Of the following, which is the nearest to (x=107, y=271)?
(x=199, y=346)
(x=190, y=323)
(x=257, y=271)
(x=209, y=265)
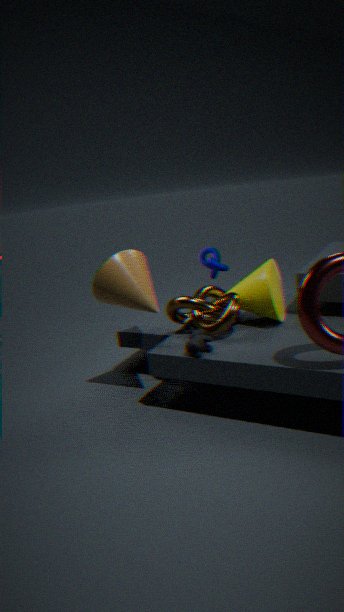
(x=190, y=323)
